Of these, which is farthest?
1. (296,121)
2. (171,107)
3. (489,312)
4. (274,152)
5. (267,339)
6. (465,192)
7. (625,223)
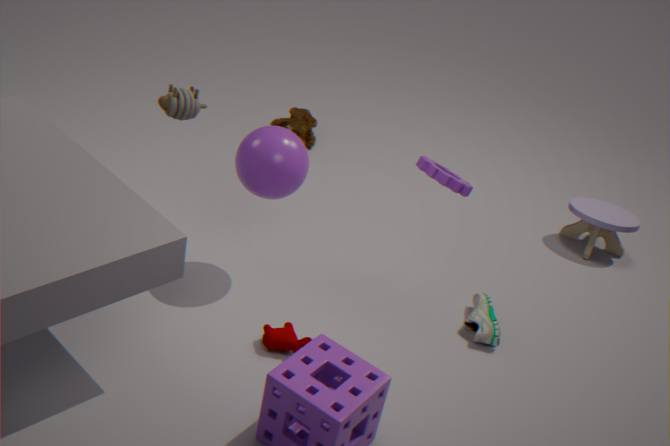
(296,121)
